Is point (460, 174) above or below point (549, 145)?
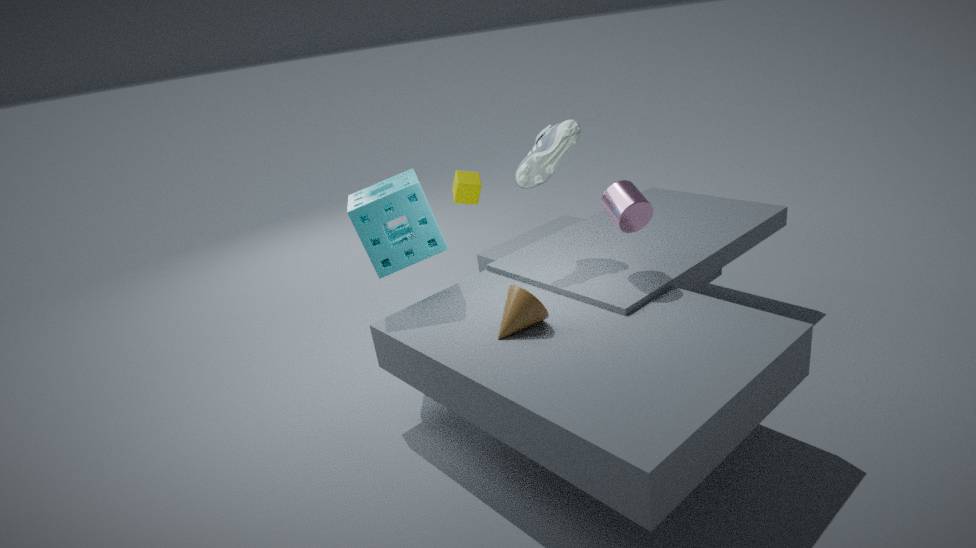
below
